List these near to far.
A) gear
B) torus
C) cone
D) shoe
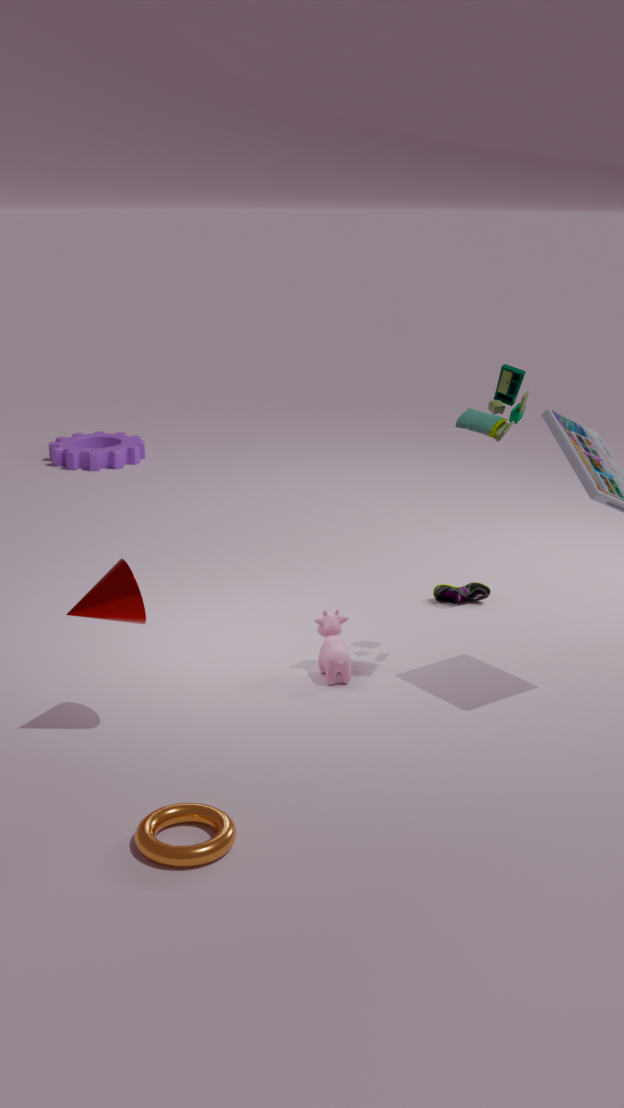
torus, cone, shoe, gear
